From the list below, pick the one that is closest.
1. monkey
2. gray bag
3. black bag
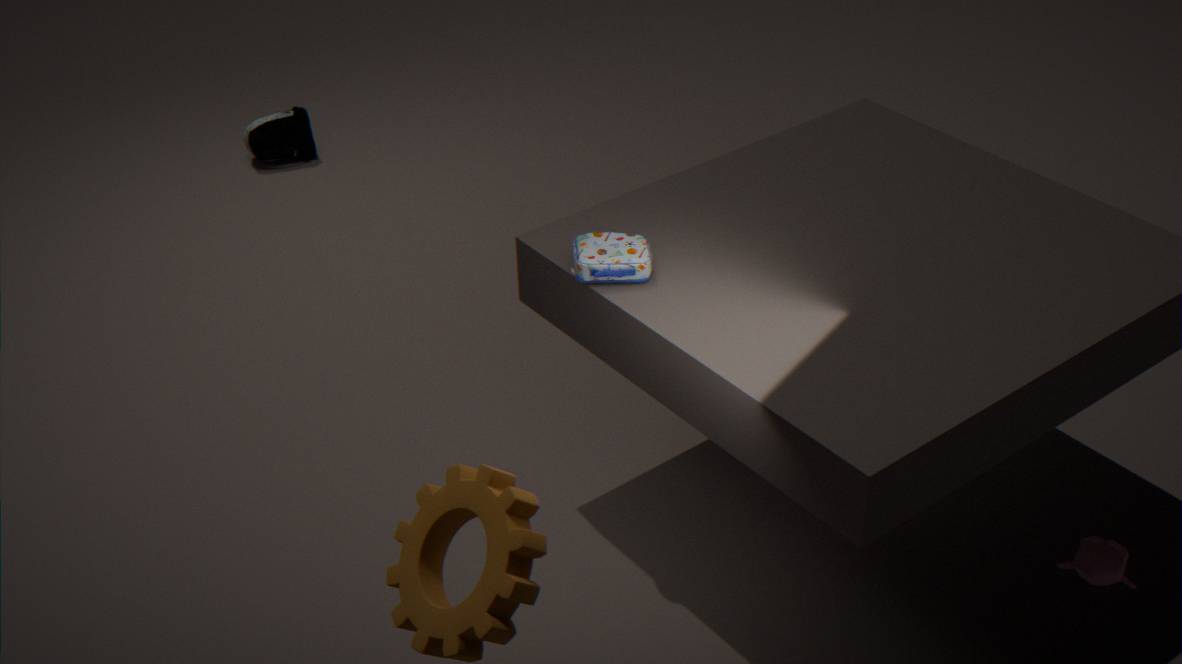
gray bag
